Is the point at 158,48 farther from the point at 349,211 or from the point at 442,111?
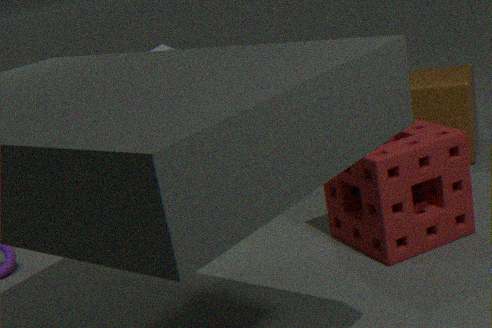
the point at 349,211
